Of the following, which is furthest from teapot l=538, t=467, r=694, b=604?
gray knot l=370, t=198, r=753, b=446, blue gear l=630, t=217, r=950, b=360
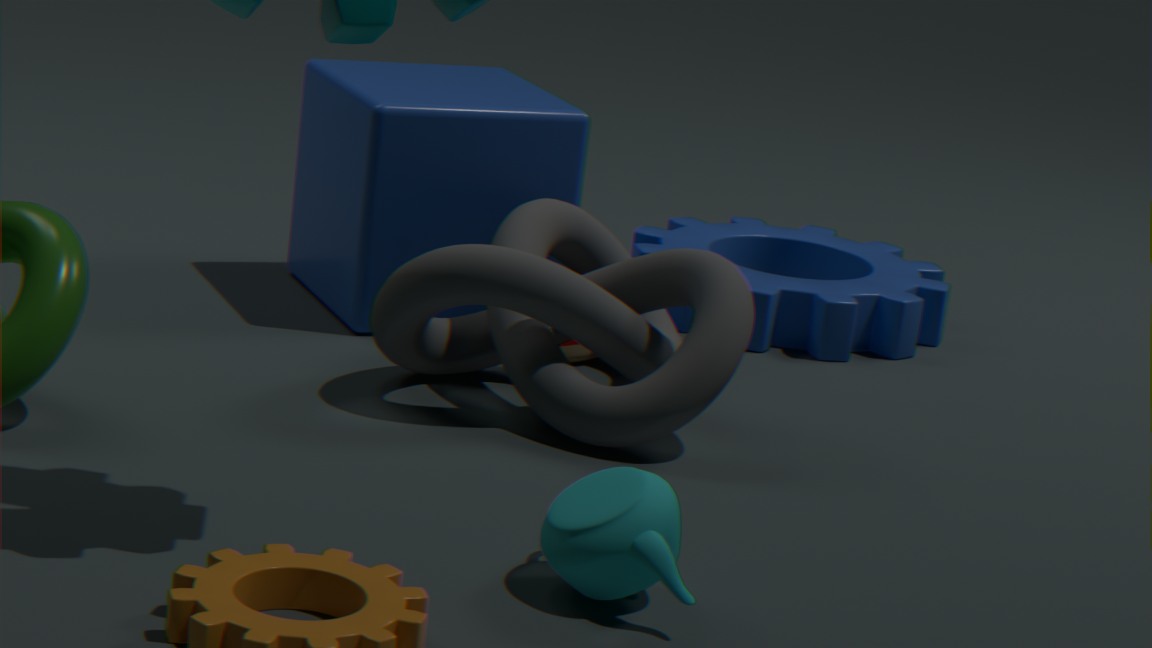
blue gear l=630, t=217, r=950, b=360
